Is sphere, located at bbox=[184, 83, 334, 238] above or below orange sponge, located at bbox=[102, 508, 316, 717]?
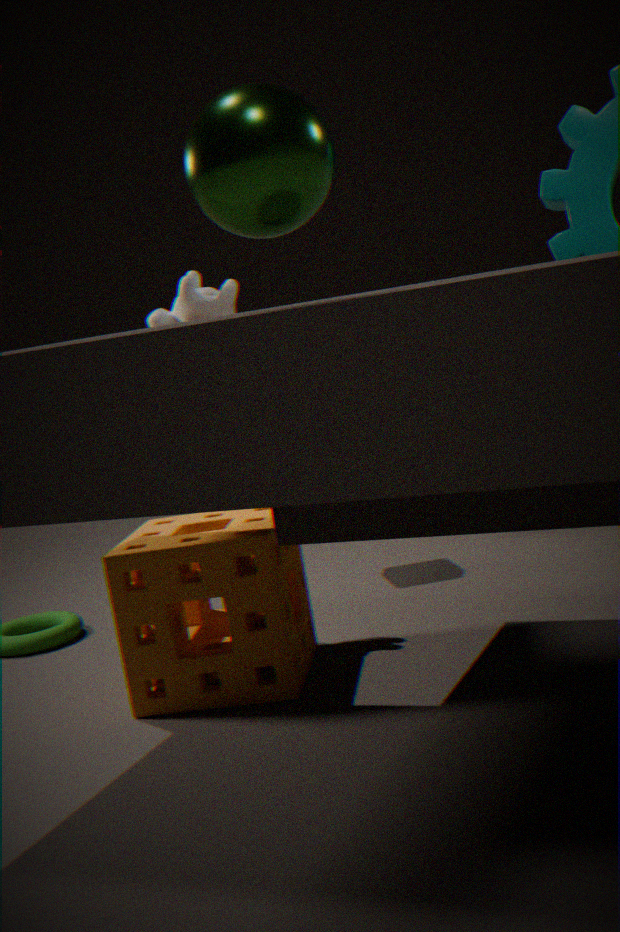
above
